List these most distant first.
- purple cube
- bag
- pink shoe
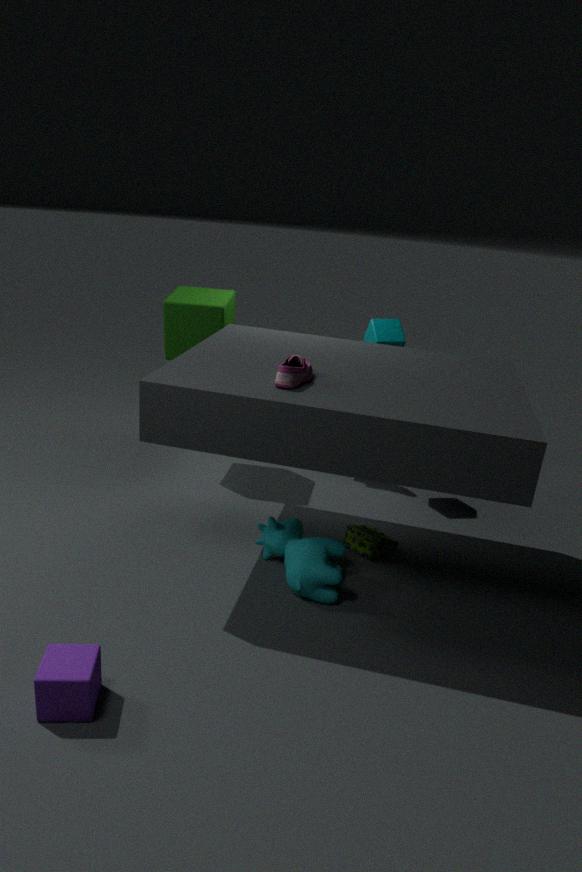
bag
pink shoe
purple cube
